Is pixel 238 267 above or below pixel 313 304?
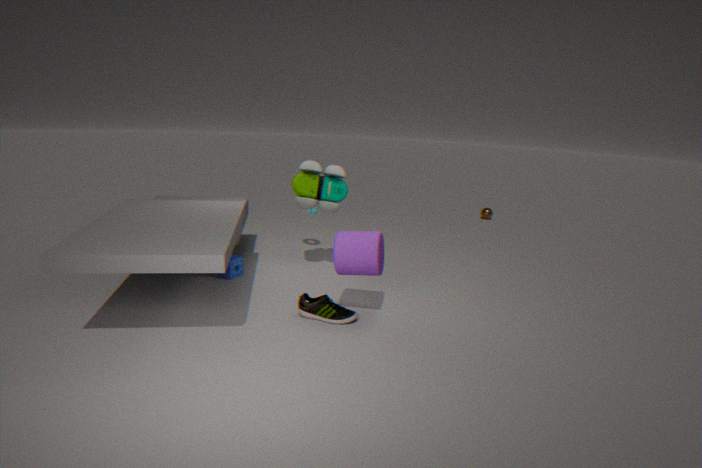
above
